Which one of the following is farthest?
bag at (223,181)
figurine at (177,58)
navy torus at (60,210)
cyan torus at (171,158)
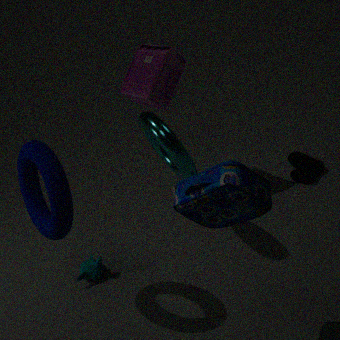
figurine at (177,58)
